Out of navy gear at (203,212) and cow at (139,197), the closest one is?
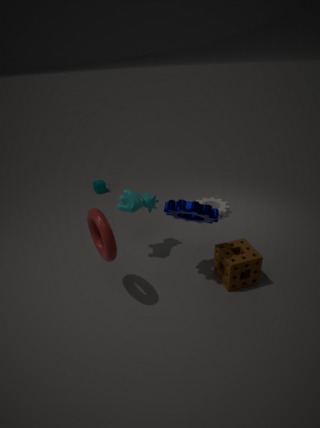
navy gear at (203,212)
